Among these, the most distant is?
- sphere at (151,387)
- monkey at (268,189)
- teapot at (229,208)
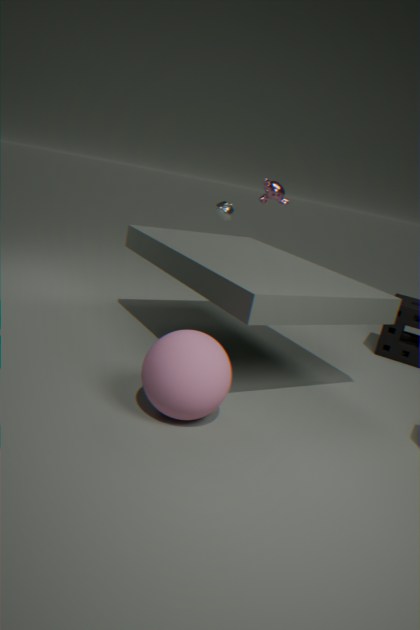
teapot at (229,208)
